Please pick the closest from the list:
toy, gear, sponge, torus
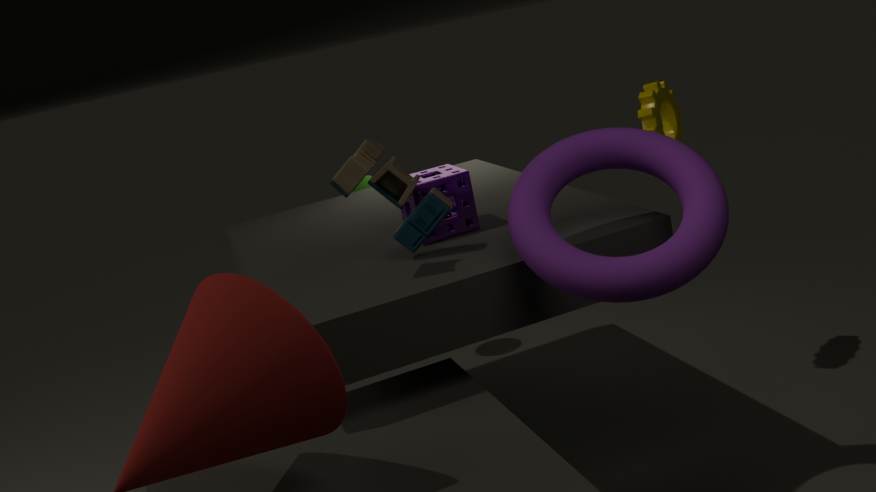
torus
